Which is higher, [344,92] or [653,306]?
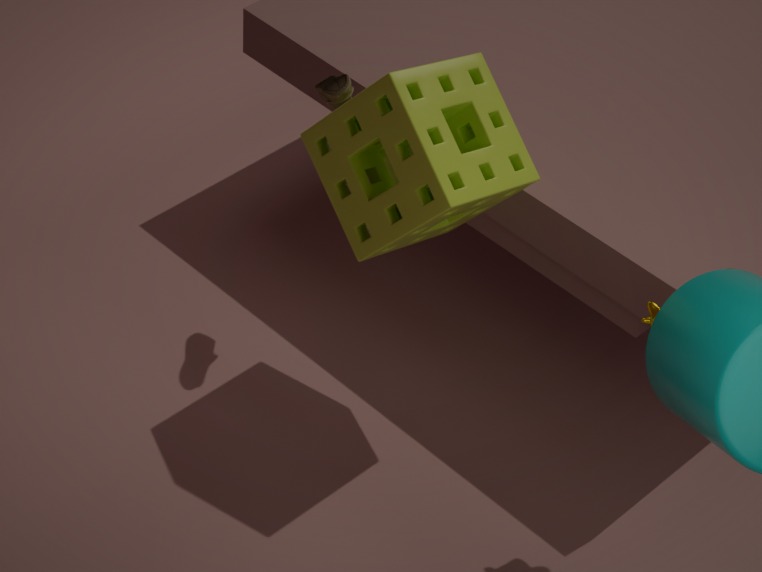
[344,92]
